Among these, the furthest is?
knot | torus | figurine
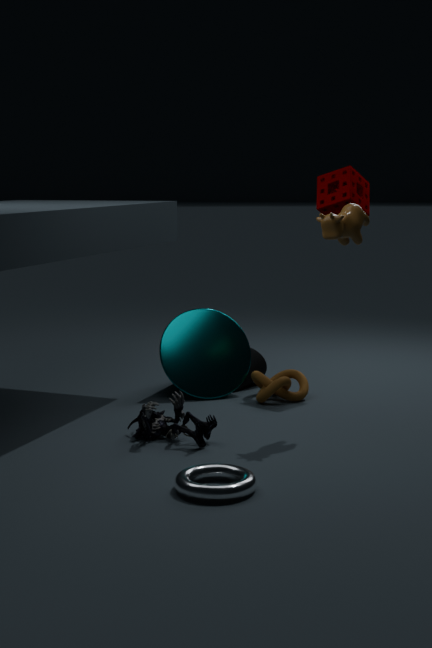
knot
